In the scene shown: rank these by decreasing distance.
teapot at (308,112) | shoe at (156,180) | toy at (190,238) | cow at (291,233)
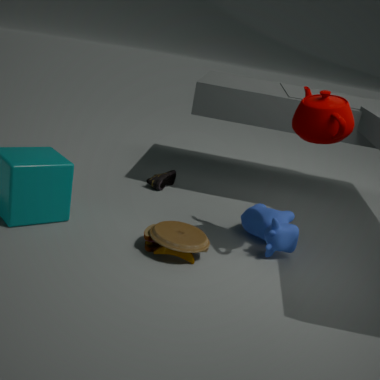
1. shoe at (156,180)
2. cow at (291,233)
3. toy at (190,238)
4. teapot at (308,112)
